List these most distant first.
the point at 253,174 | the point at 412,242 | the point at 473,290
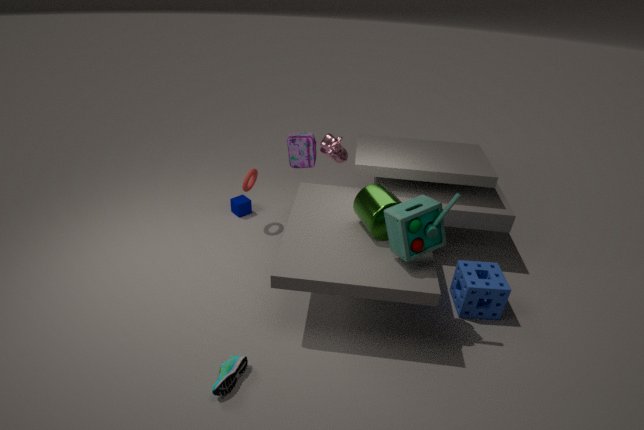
the point at 253,174 < the point at 473,290 < the point at 412,242
